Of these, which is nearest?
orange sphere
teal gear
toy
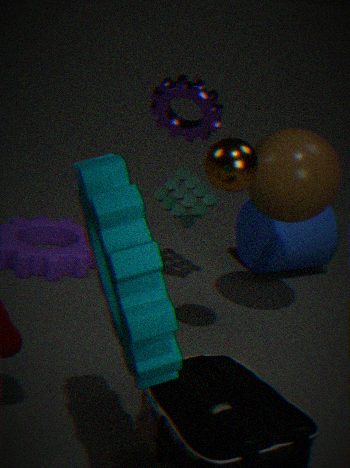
teal gear
